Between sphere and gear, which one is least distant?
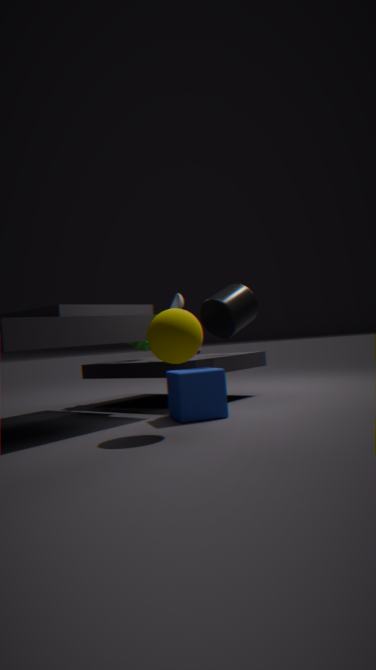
sphere
